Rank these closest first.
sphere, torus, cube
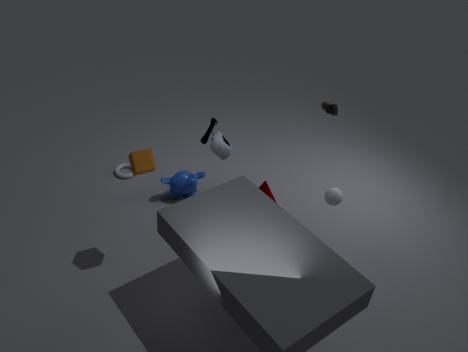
cube
sphere
torus
